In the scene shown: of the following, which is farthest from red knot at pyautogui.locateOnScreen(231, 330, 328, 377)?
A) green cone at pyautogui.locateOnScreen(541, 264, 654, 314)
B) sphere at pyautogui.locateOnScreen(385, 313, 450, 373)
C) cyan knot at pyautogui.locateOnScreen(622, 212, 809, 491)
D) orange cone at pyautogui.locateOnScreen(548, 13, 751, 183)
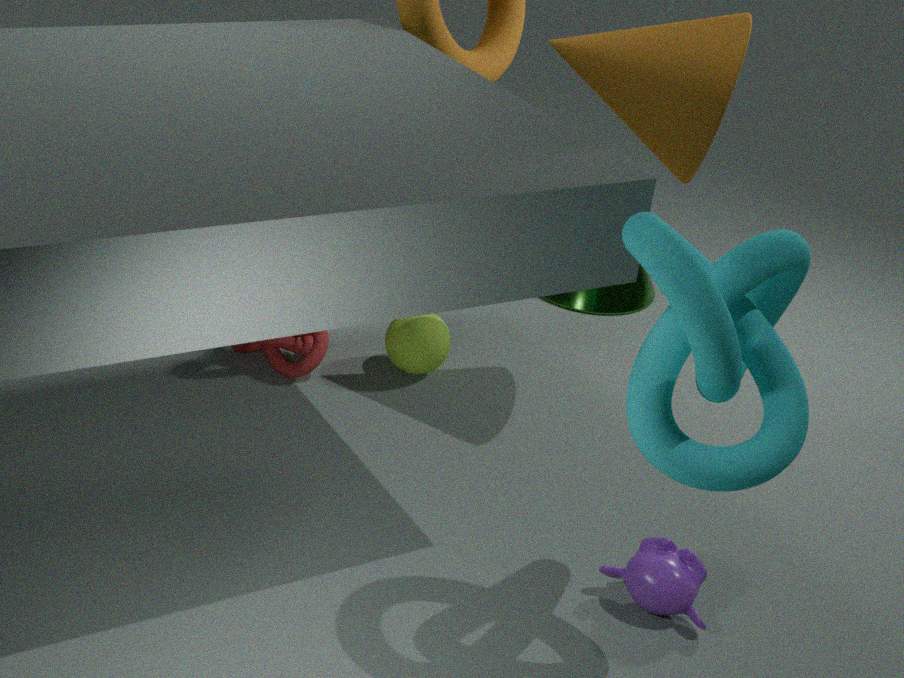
cyan knot at pyautogui.locateOnScreen(622, 212, 809, 491)
